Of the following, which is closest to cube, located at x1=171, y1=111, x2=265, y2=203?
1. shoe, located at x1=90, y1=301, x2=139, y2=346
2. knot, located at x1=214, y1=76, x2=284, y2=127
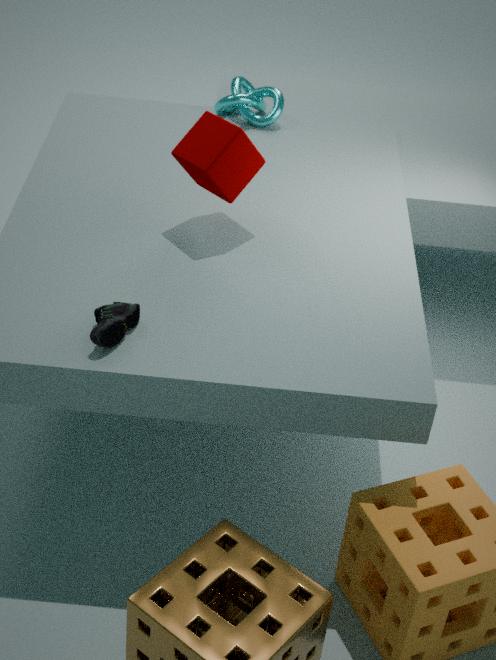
shoe, located at x1=90, y1=301, x2=139, y2=346
